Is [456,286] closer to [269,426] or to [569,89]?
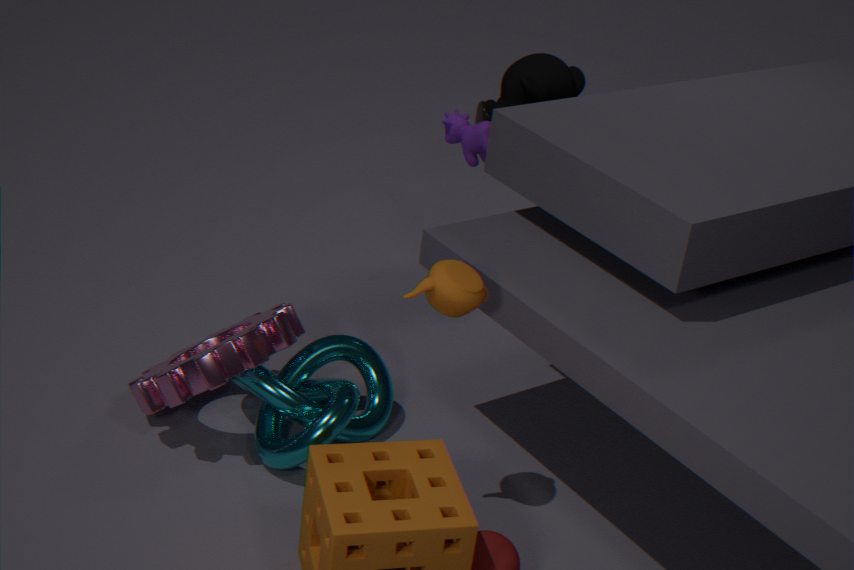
[269,426]
